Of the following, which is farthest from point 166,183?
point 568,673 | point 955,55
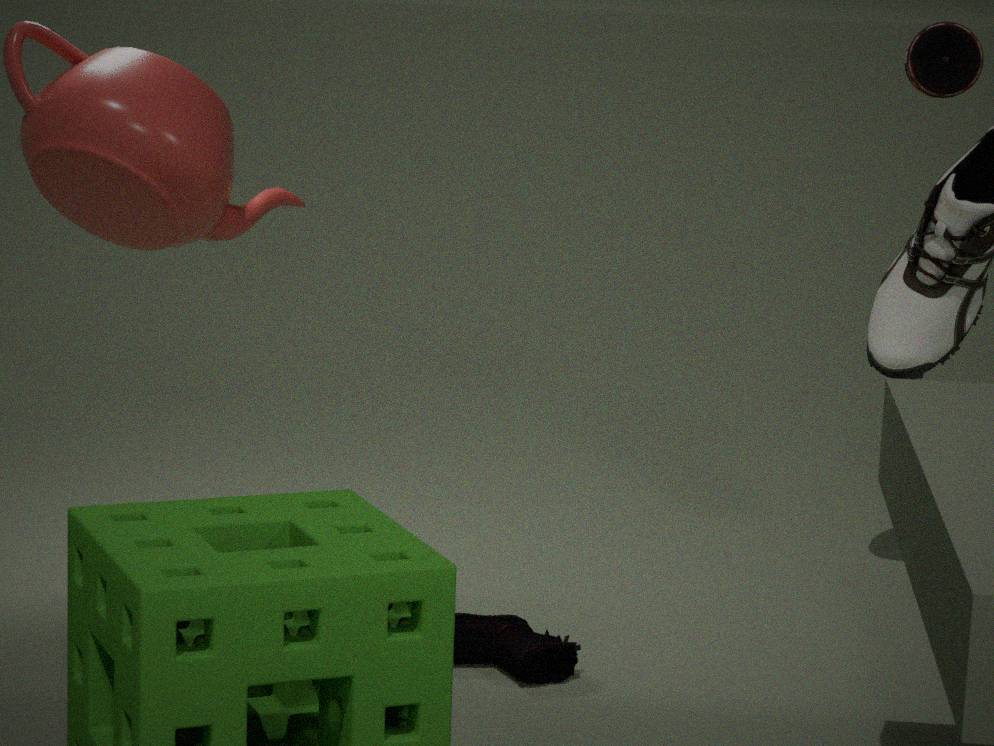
point 955,55
